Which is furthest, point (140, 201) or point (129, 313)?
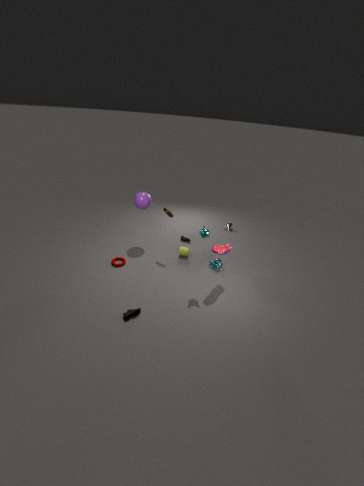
point (140, 201)
